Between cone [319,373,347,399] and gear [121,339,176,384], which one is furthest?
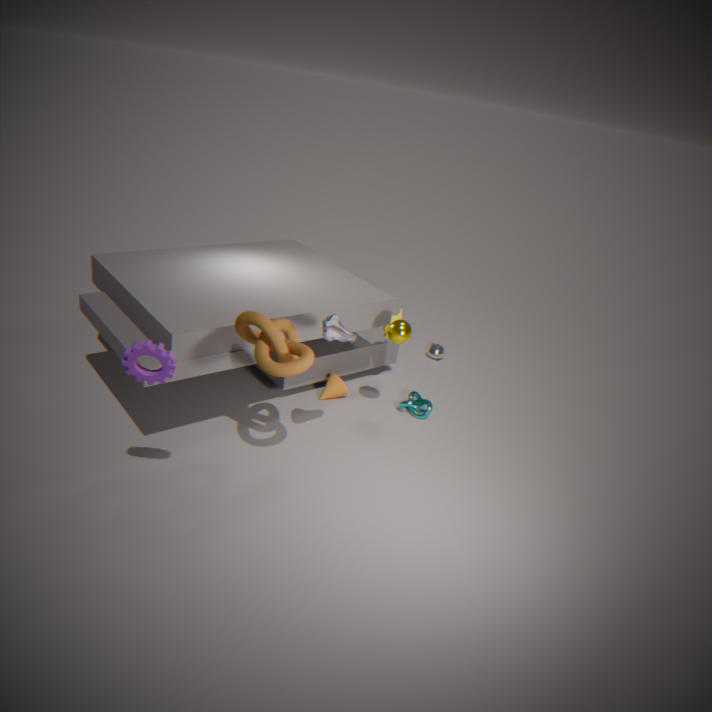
cone [319,373,347,399]
